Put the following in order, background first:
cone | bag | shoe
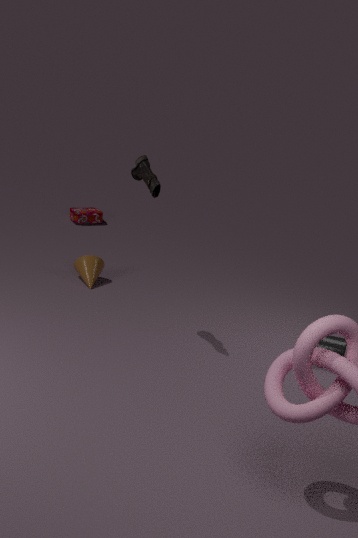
bag
cone
shoe
